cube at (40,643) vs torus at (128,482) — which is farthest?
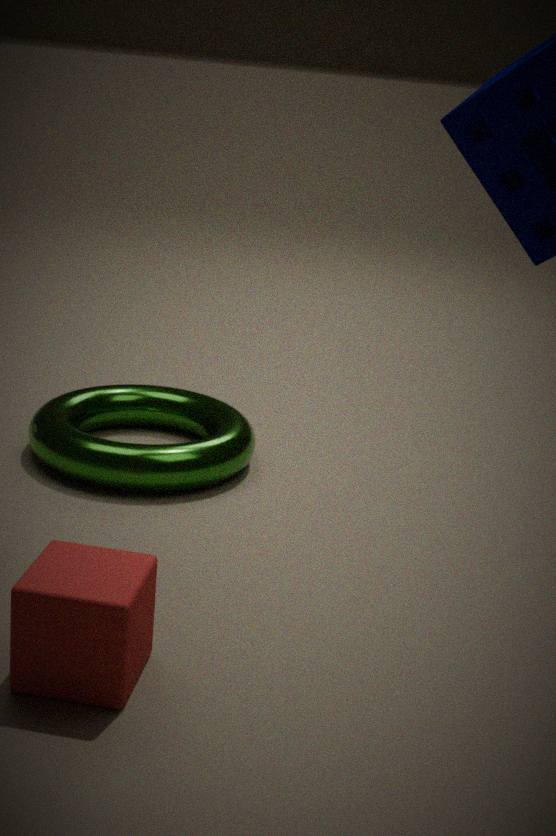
torus at (128,482)
